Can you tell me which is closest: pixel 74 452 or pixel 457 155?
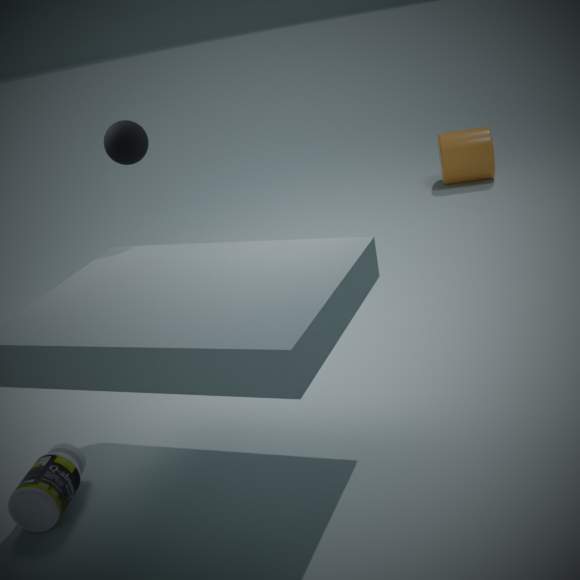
pixel 74 452
